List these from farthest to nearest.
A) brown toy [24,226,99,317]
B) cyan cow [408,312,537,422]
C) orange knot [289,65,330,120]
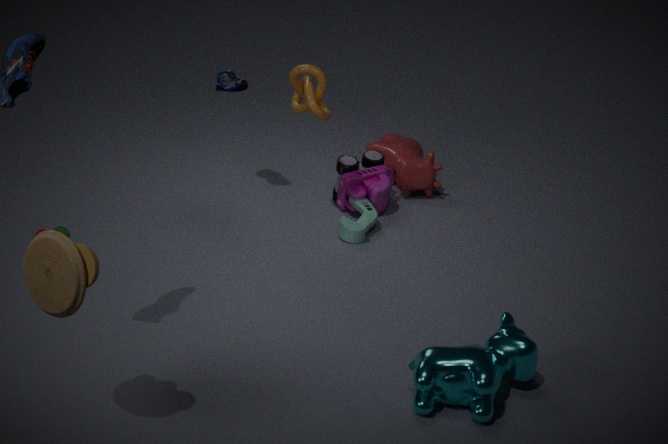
orange knot [289,65,330,120], cyan cow [408,312,537,422], brown toy [24,226,99,317]
